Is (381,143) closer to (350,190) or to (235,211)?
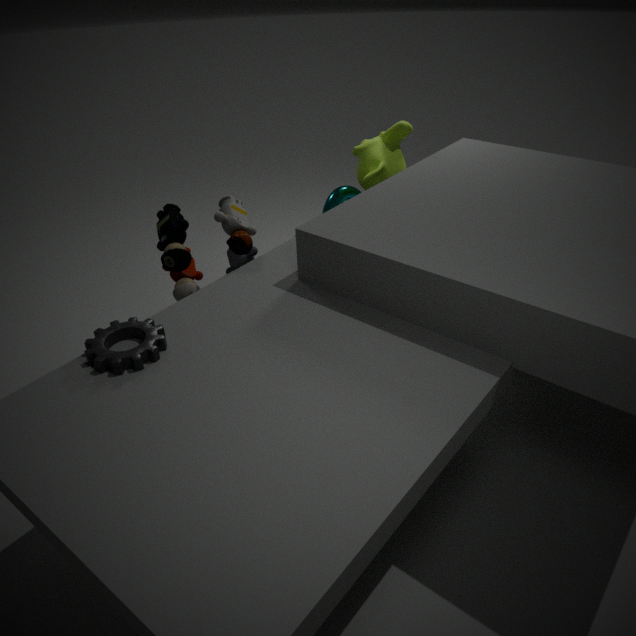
(350,190)
